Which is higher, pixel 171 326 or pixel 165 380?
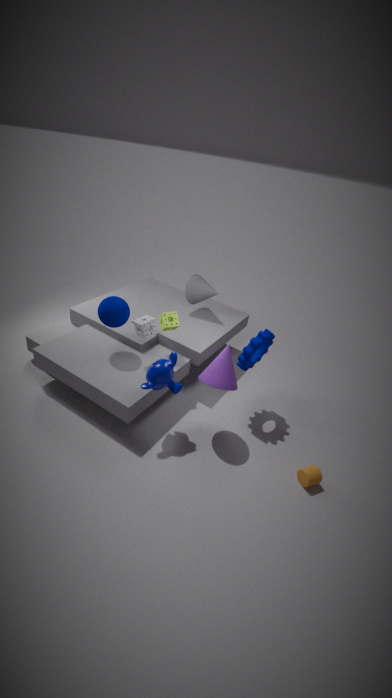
pixel 171 326
